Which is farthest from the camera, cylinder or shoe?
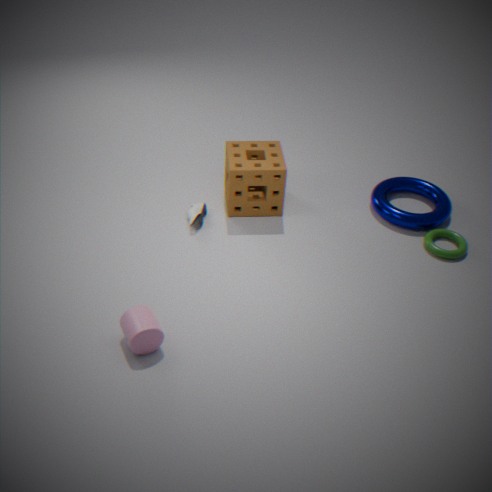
shoe
